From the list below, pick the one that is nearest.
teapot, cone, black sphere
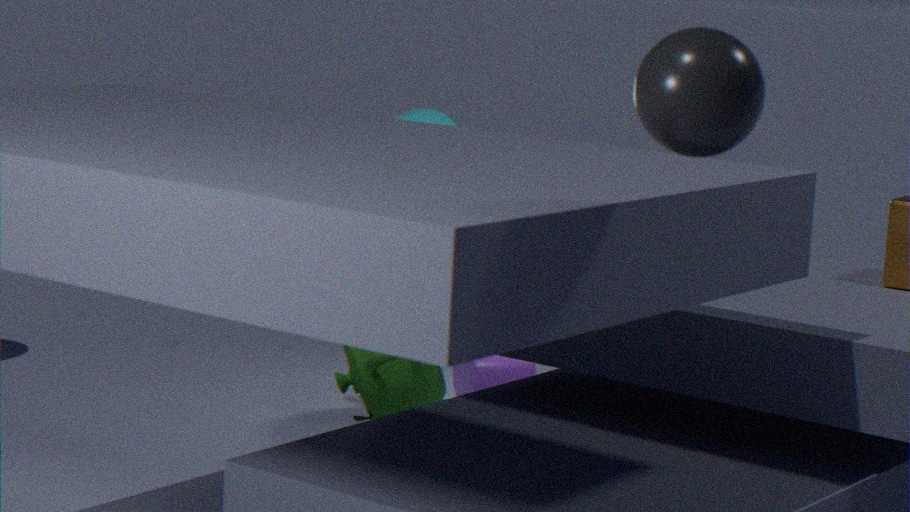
black sphere
